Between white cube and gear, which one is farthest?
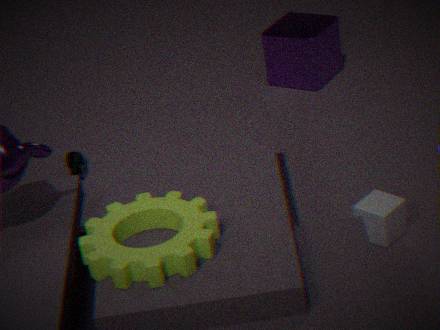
white cube
